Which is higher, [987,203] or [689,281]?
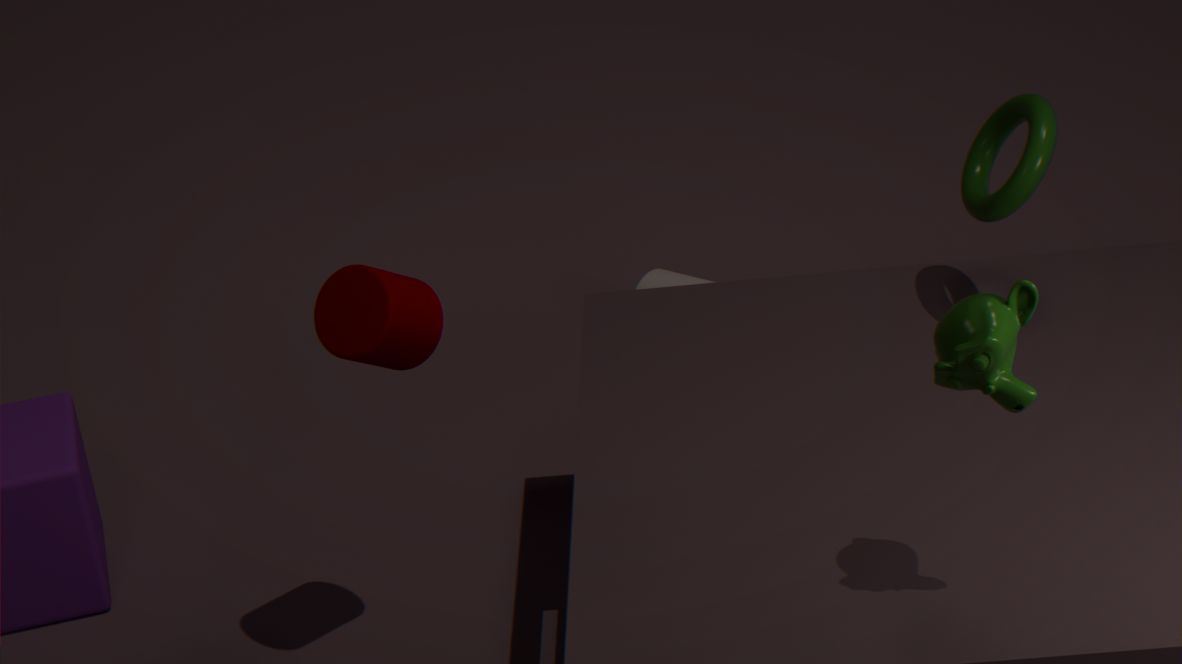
[987,203]
